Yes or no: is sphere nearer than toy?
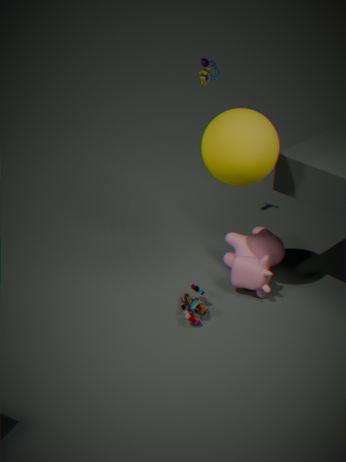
Yes
